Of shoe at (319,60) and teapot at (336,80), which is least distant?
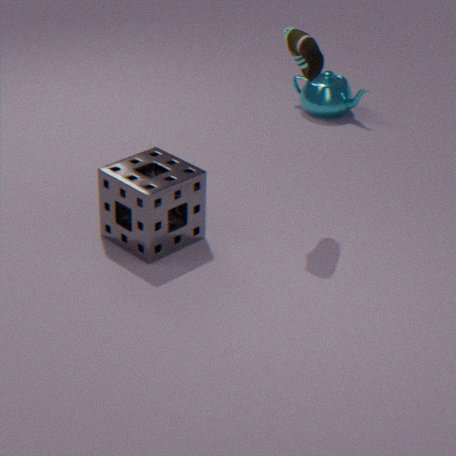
shoe at (319,60)
